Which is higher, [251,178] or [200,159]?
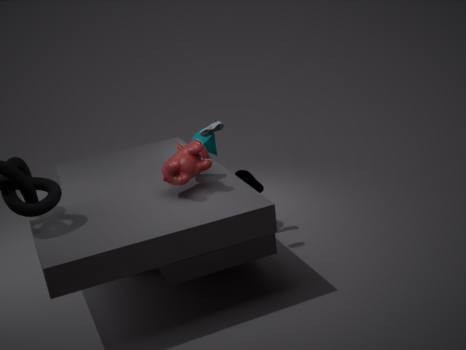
[200,159]
